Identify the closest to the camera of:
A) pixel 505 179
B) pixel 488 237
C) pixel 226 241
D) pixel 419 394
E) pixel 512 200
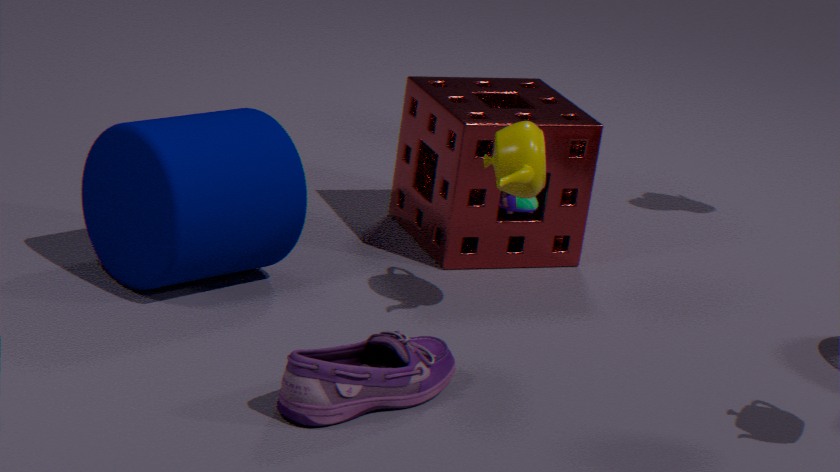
pixel 419 394
